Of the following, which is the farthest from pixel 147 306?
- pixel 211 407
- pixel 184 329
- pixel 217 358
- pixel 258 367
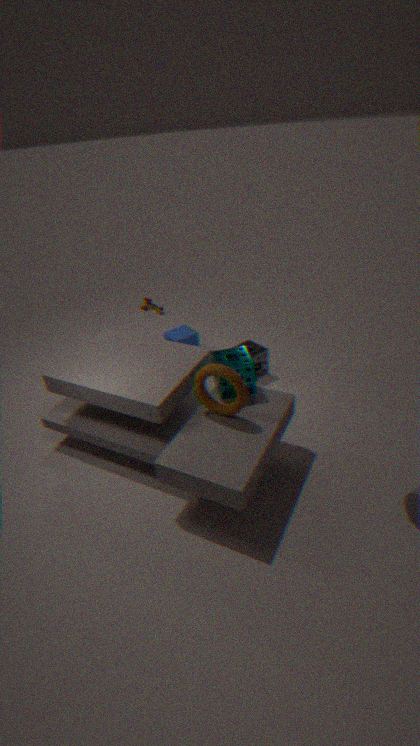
pixel 211 407
